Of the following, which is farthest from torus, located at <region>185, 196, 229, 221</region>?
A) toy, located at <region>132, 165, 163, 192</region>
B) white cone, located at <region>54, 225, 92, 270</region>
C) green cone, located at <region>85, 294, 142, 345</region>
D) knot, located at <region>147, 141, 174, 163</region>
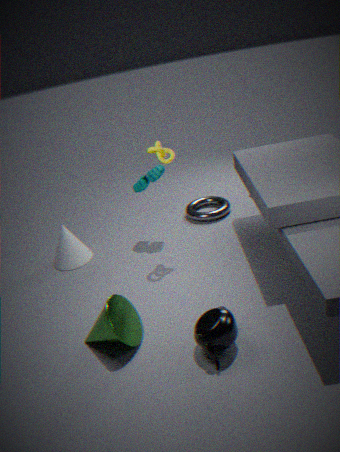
green cone, located at <region>85, 294, 142, 345</region>
